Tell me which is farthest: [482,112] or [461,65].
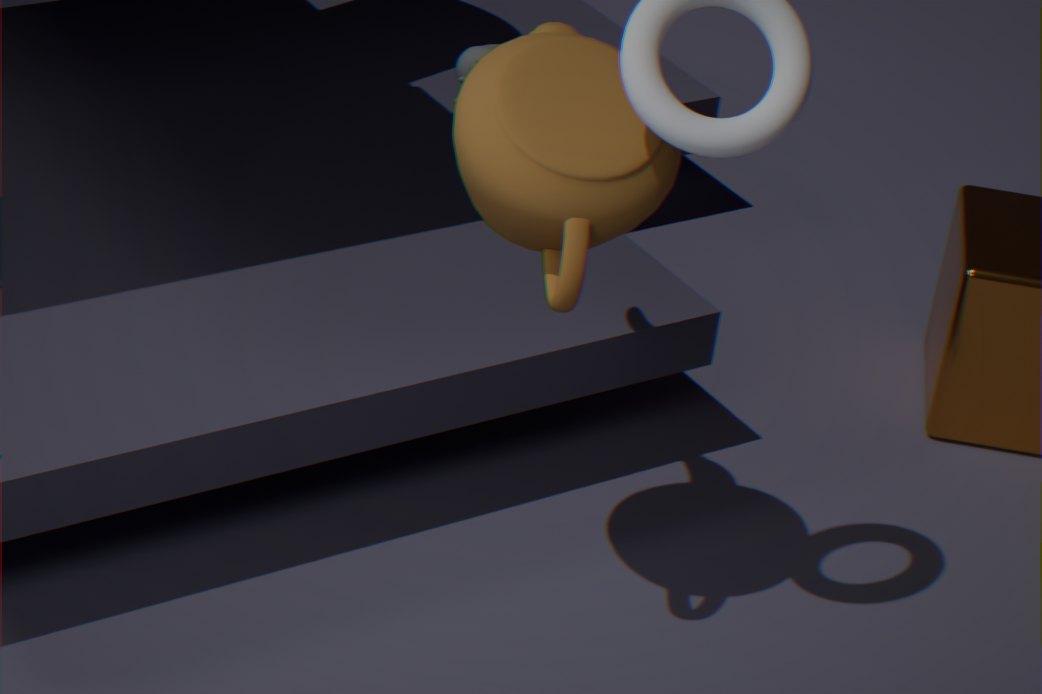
[461,65]
